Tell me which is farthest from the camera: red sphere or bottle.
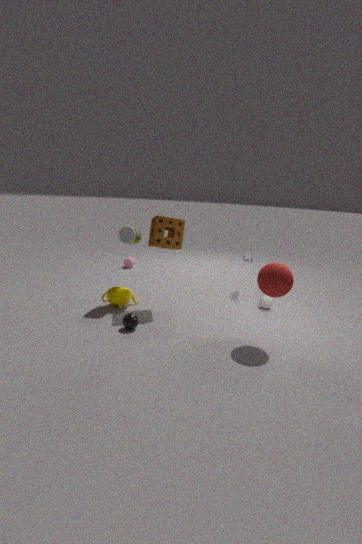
bottle
